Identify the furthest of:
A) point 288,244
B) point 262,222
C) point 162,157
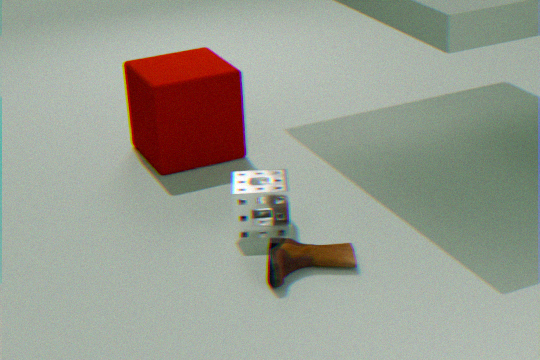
point 162,157
